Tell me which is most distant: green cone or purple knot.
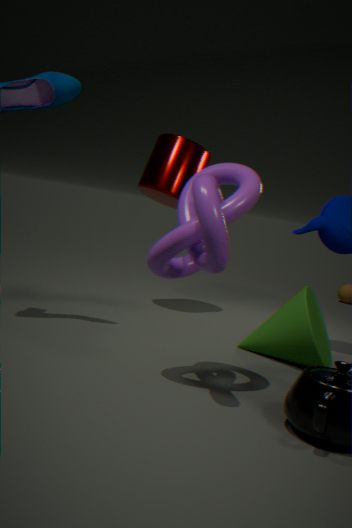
green cone
